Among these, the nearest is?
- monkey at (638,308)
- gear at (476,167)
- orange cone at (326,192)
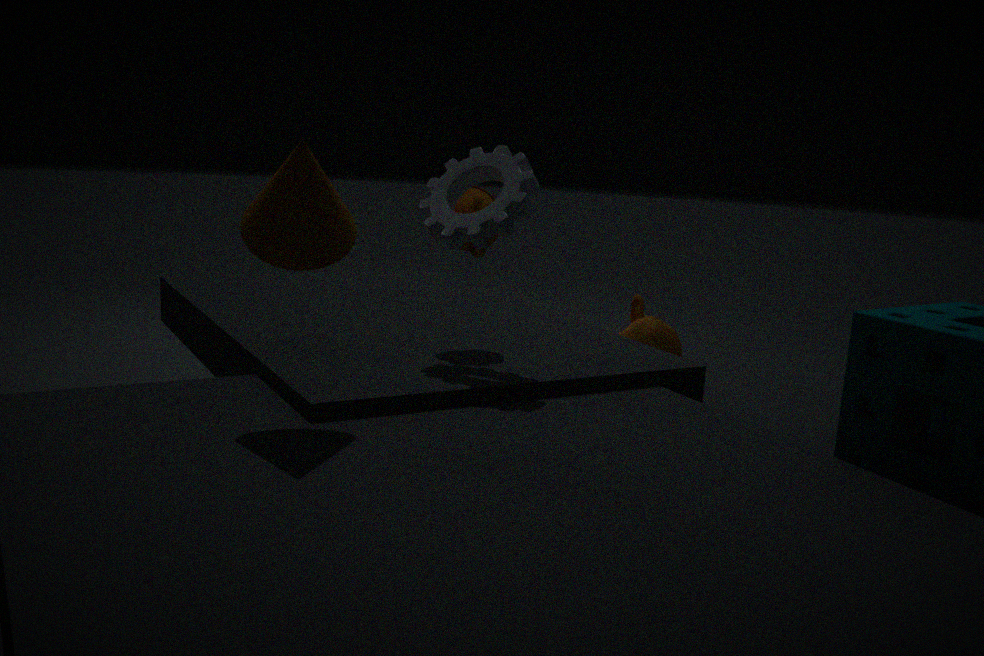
orange cone at (326,192)
